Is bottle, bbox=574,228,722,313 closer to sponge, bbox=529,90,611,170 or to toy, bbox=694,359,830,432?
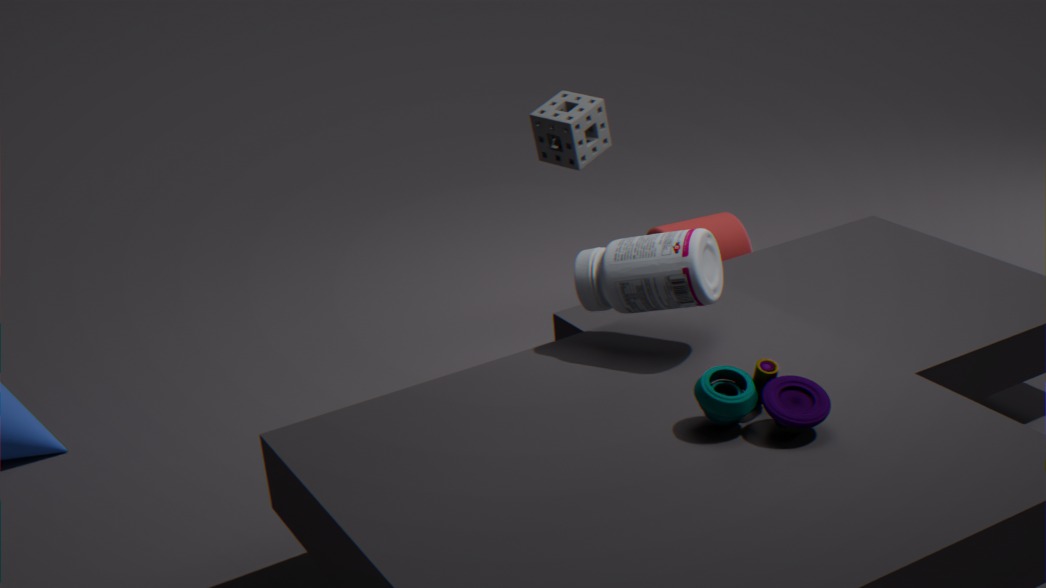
sponge, bbox=529,90,611,170
